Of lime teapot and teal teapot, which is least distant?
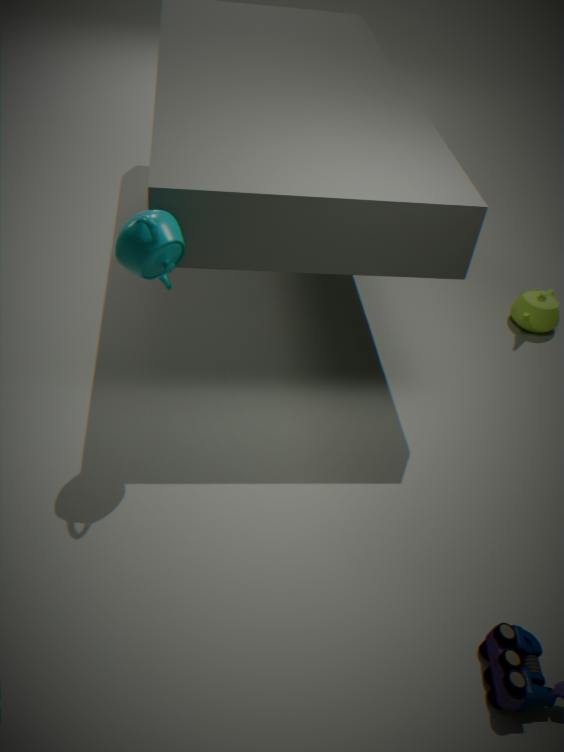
teal teapot
